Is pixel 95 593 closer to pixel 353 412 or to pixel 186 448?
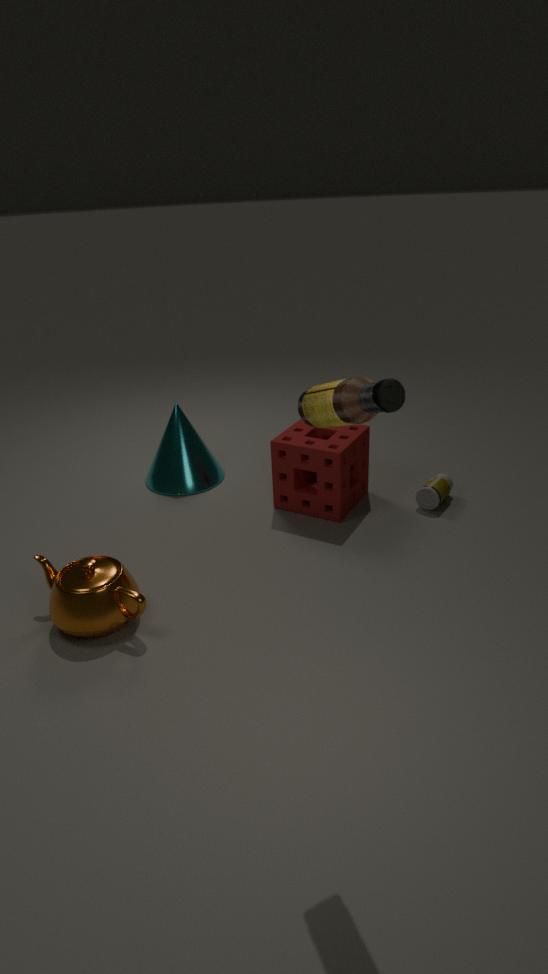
pixel 186 448
